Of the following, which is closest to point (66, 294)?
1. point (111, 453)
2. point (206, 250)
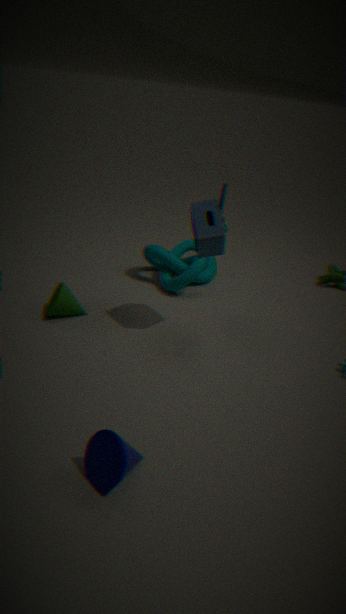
point (206, 250)
